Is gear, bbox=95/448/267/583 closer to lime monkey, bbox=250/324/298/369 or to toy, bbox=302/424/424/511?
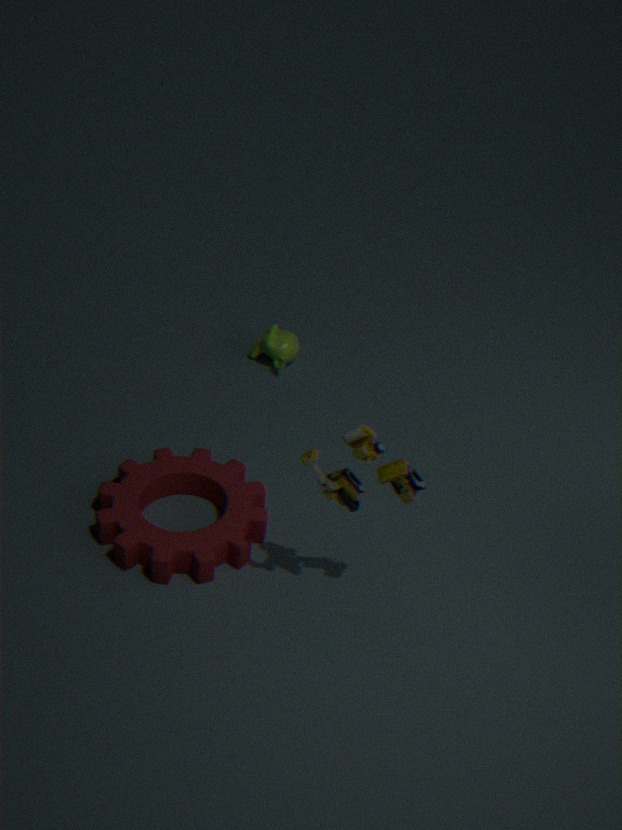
toy, bbox=302/424/424/511
